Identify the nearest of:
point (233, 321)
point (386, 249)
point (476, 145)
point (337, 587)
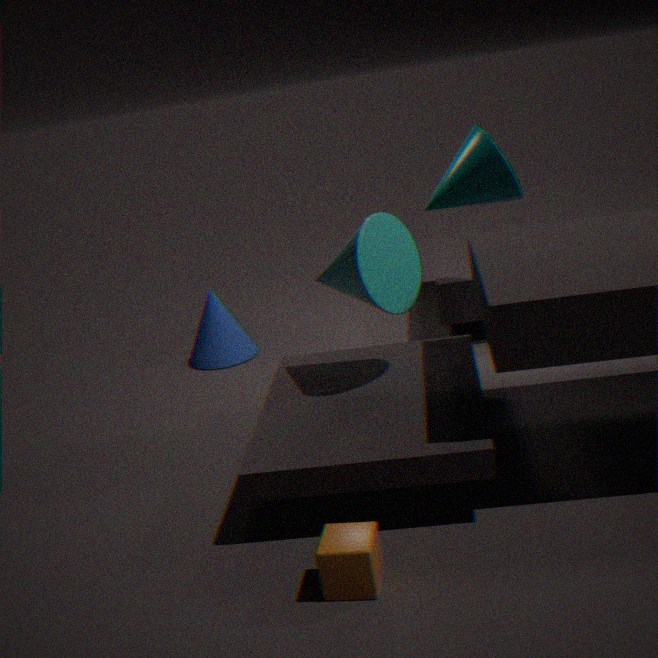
point (337, 587)
